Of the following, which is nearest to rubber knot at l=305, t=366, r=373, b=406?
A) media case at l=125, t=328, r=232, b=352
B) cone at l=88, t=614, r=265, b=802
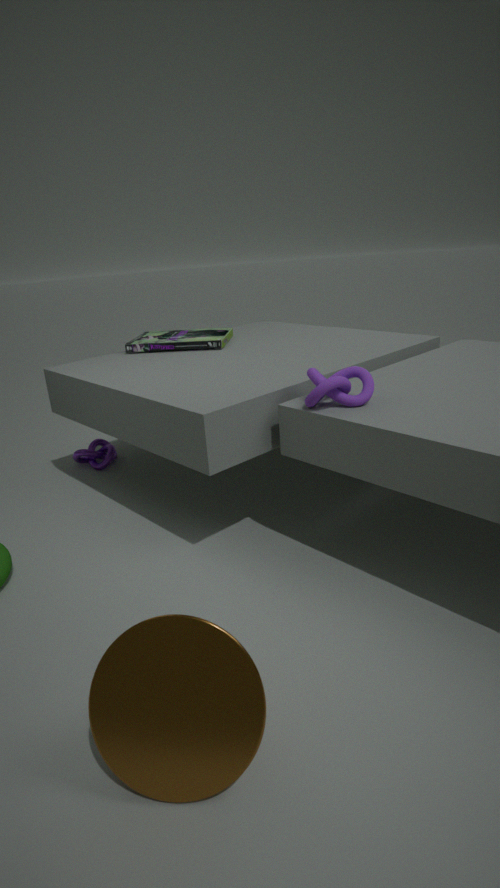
cone at l=88, t=614, r=265, b=802
